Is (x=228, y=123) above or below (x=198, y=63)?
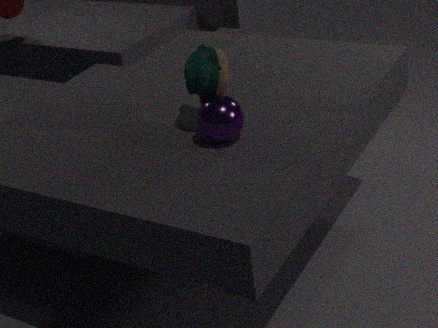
below
